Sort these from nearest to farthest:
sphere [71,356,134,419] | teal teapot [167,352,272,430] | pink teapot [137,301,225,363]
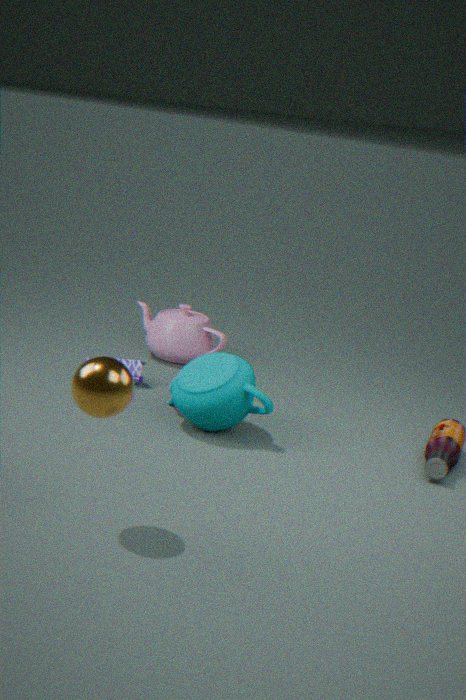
sphere [71,356,134,419] < teal teapot [167,352,272,430] < pink teapot [137,301,225,363]
